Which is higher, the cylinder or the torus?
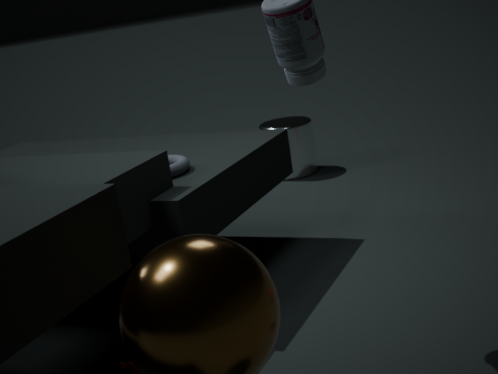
the torus
